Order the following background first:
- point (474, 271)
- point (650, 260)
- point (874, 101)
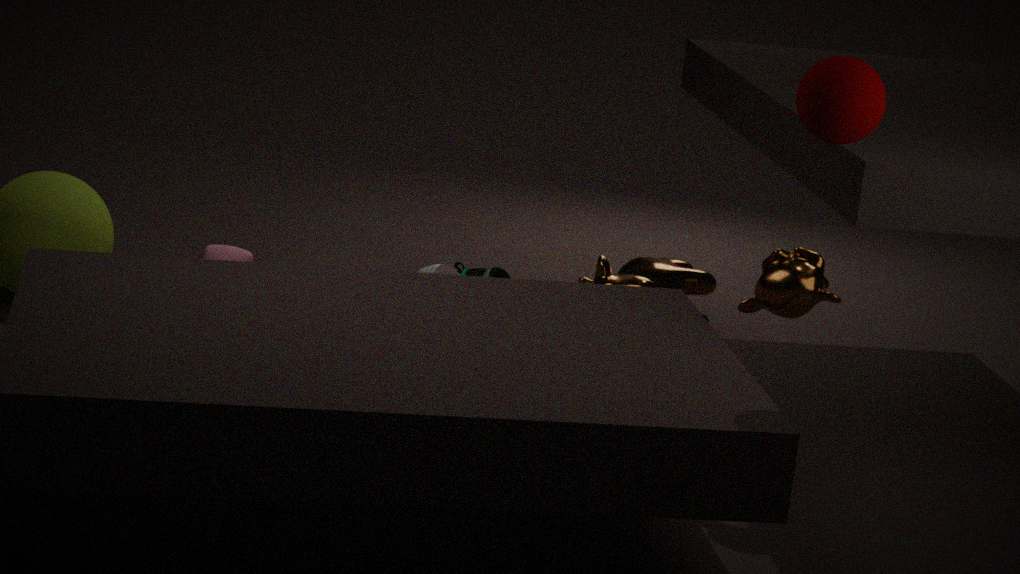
point (650, 260) → point (474, 271) → point (874, 101)
